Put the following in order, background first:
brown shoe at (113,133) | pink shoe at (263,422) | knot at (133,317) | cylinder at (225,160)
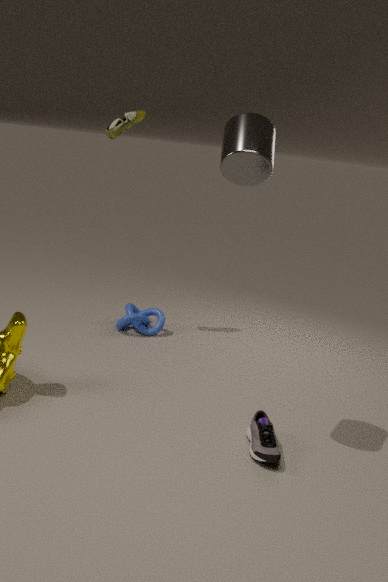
knot at (133,317) < brown shoe at (113,133) < pink shoe at (263,422) < cylinder at (225,160)
